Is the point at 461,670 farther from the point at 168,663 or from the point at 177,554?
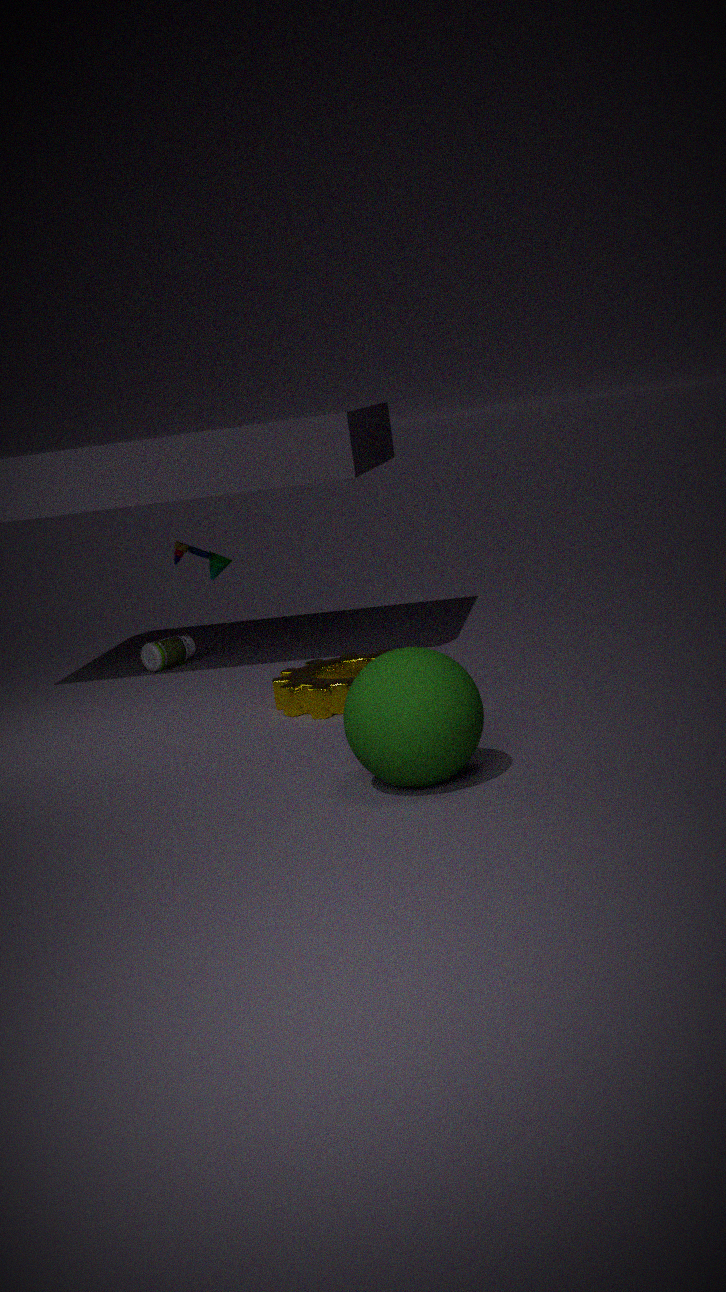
the point at 168,663
